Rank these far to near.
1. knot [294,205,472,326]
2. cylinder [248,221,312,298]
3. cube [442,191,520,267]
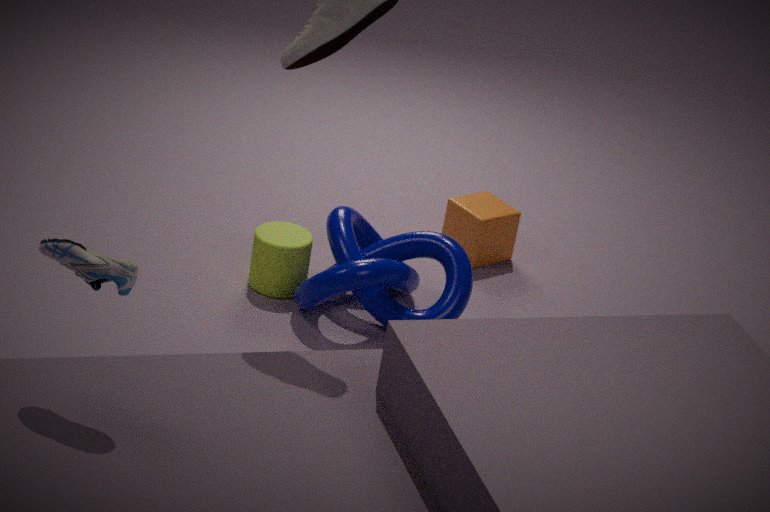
cube [442,191,520,267] < cylinder [248,221,312,298] < knot [294,205,472,326]
